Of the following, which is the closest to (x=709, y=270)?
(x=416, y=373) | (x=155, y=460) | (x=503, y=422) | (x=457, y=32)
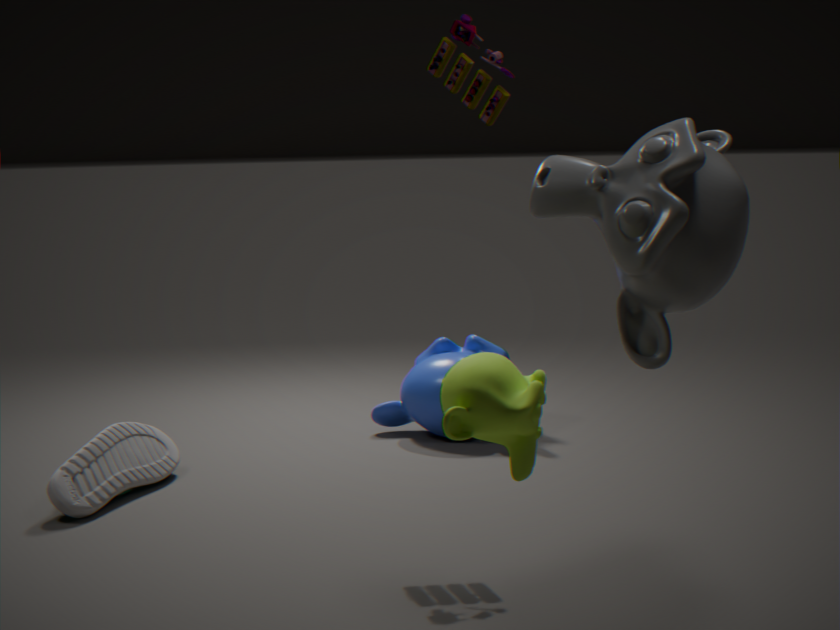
(x=503, y=422)
